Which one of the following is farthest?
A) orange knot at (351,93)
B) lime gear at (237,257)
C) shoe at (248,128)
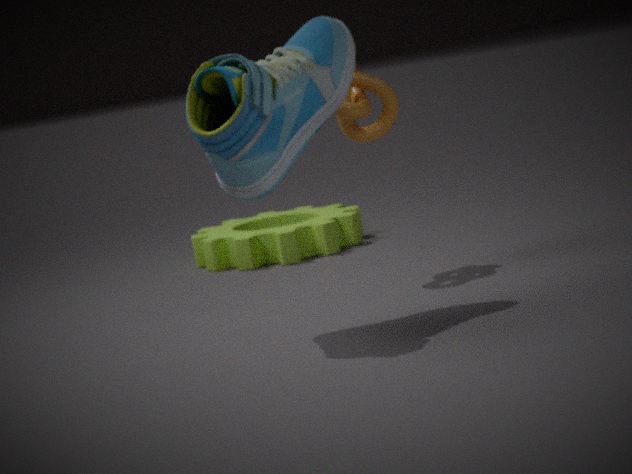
lime gear at (237,257)
